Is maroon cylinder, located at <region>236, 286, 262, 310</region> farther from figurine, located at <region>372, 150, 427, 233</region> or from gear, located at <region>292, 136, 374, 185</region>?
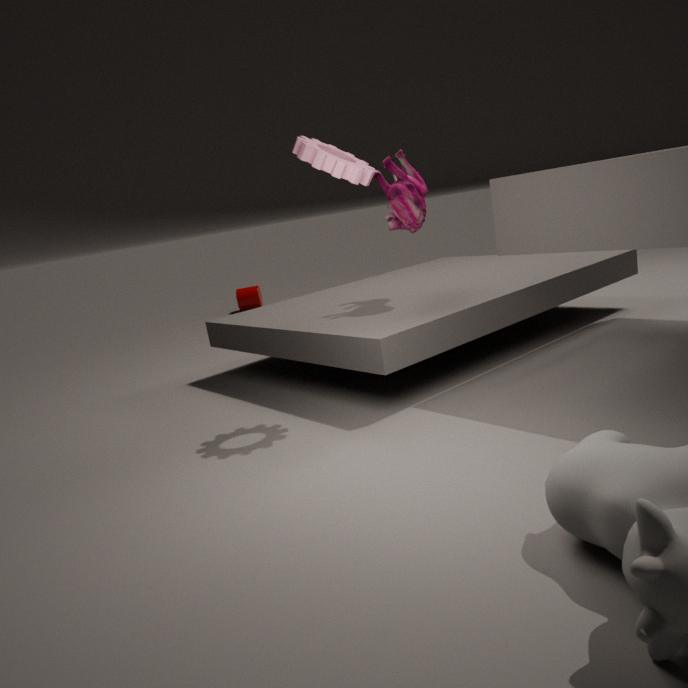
gear, located at <region>292, 136, 374, 185</region>
